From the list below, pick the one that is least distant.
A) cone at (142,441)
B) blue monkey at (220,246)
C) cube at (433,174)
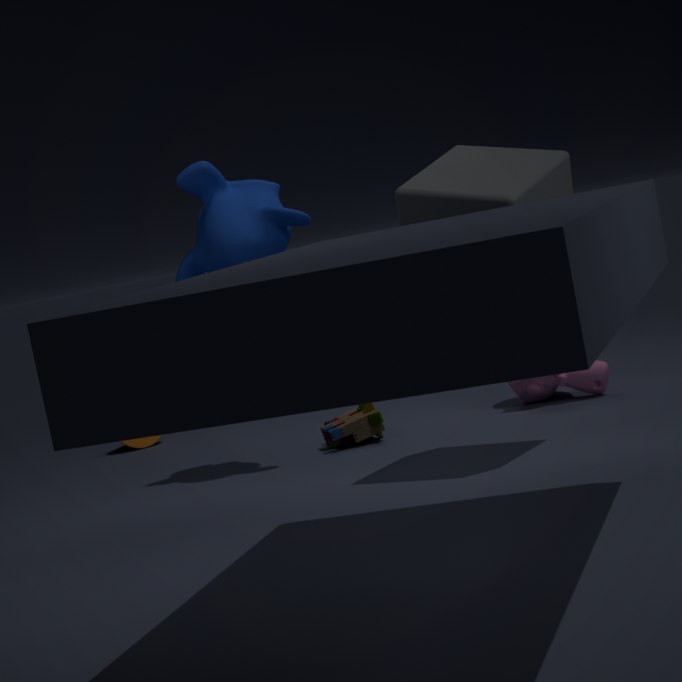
cube at (433,174)
